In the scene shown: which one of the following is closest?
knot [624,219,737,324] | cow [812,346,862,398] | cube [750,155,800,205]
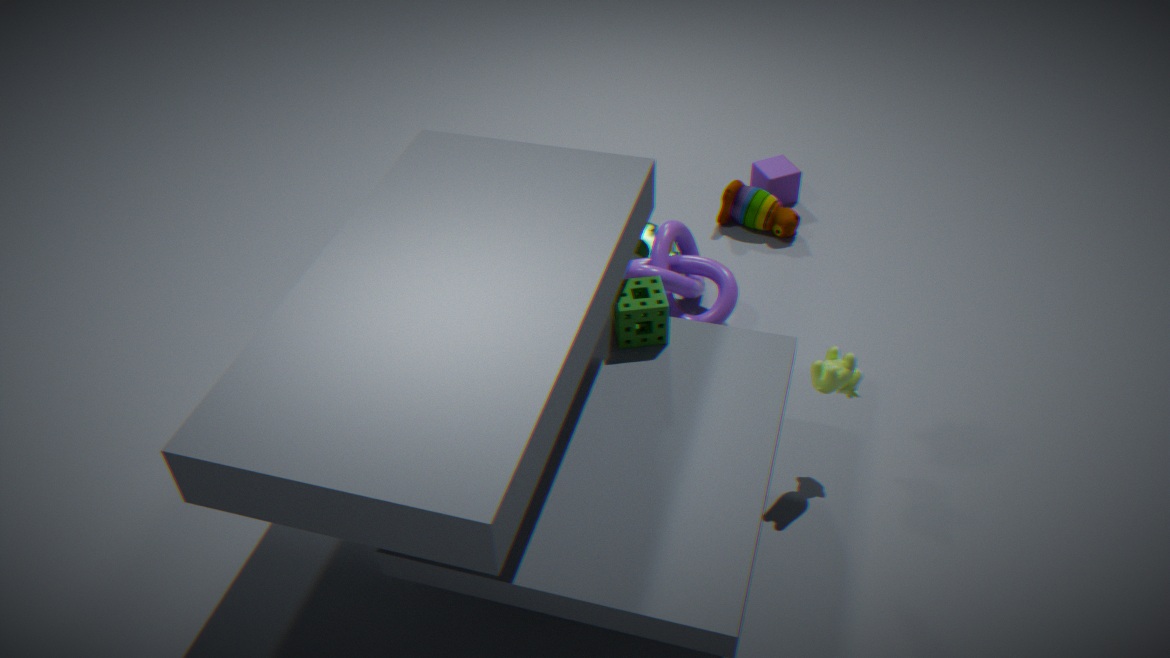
cow [812,346,862,398]
